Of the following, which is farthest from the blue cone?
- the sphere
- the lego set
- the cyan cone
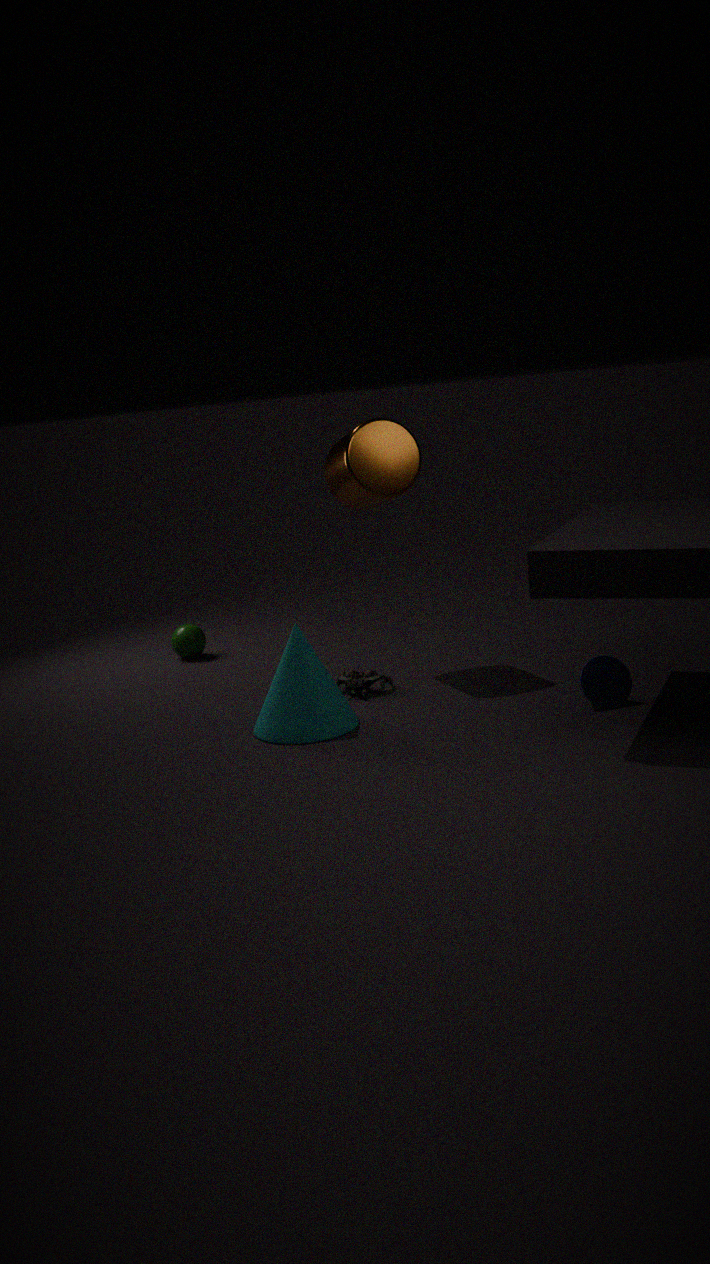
the sphere
